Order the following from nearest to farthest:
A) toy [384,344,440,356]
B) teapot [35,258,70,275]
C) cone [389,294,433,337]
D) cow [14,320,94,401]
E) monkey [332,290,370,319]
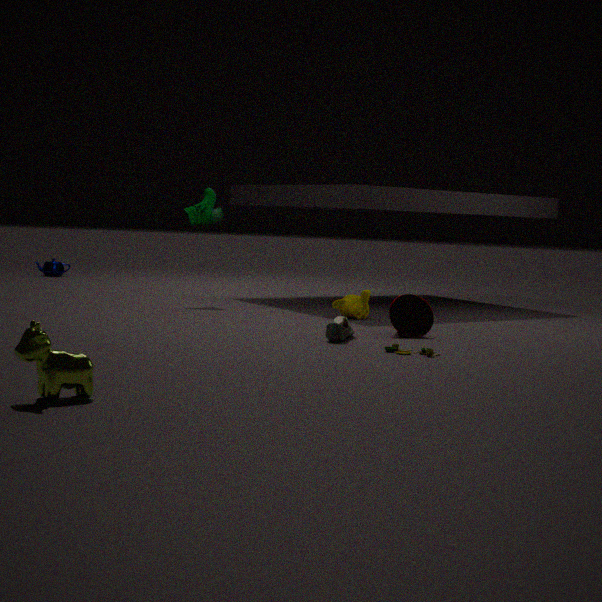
1. cow [14,320,94,401]
2. toy [384,344,440,356]
3. cone [389,294,433,337]
4. monkey [332,290,370,319]
5. teapot [35,258,70,275]
